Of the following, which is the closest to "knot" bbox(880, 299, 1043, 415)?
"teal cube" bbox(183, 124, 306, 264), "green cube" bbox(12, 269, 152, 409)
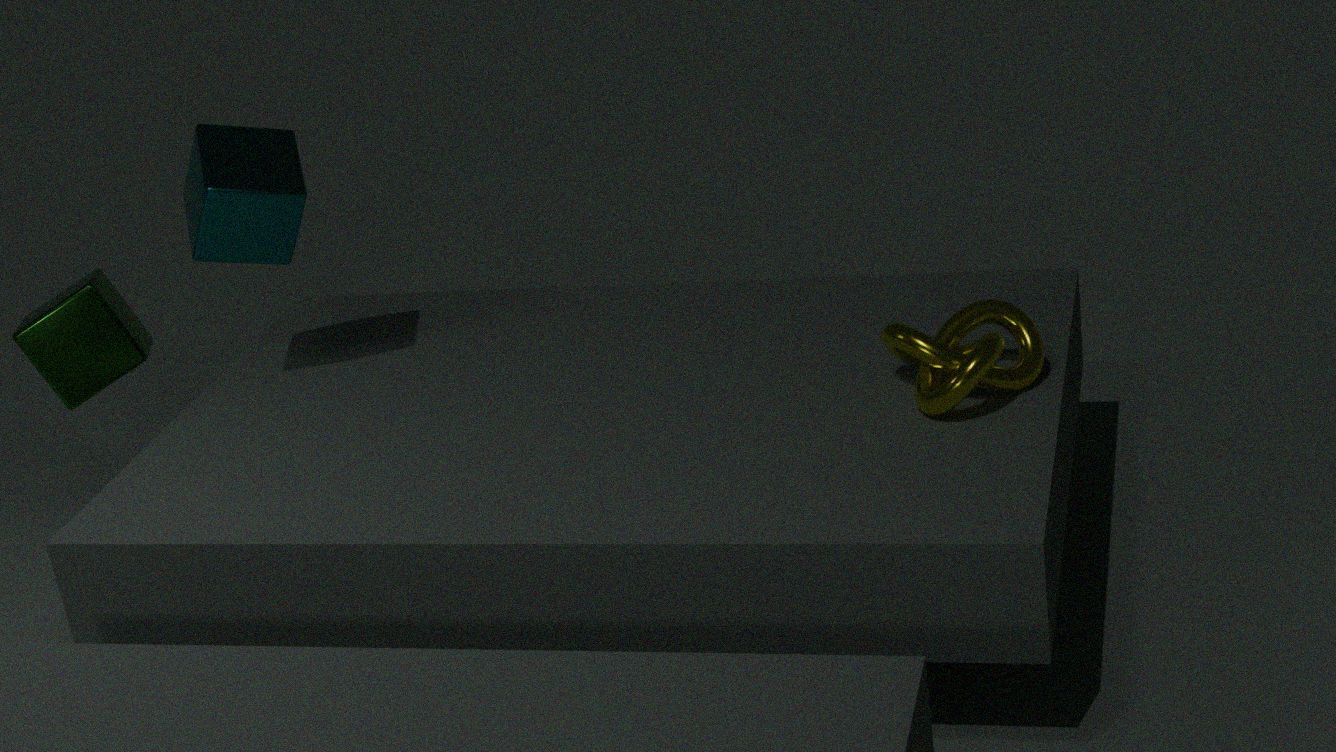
"teal cube" bbox(183, 124, 306, 264)
